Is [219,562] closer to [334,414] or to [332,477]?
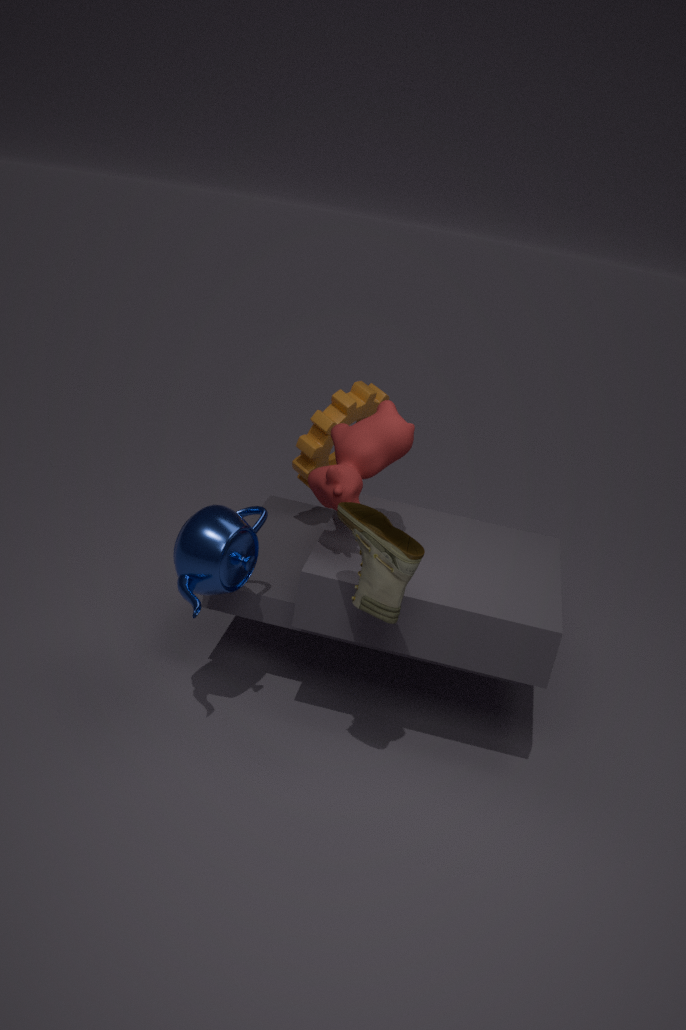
[332,477]
